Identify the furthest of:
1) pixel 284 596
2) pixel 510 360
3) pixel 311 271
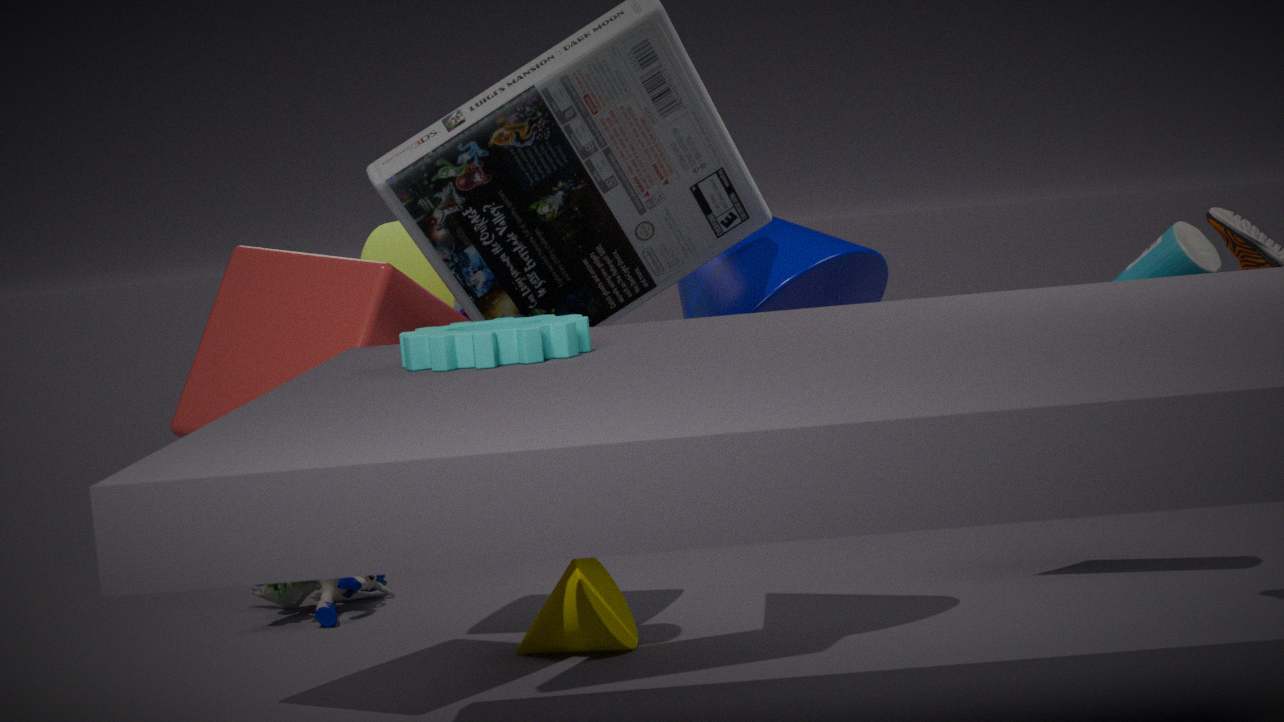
1. pixel 284 596
